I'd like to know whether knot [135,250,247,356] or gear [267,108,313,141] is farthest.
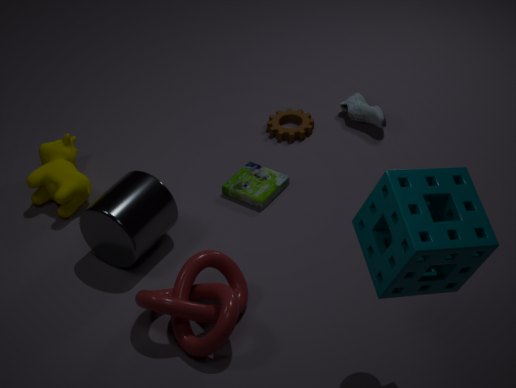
gear [267,108,313,141]
